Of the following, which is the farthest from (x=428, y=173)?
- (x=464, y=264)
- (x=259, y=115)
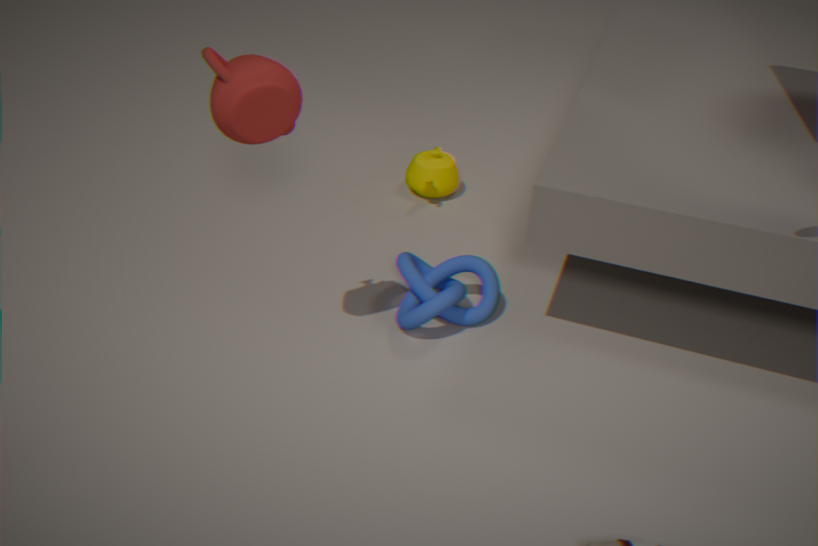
(x=259, y=115)
